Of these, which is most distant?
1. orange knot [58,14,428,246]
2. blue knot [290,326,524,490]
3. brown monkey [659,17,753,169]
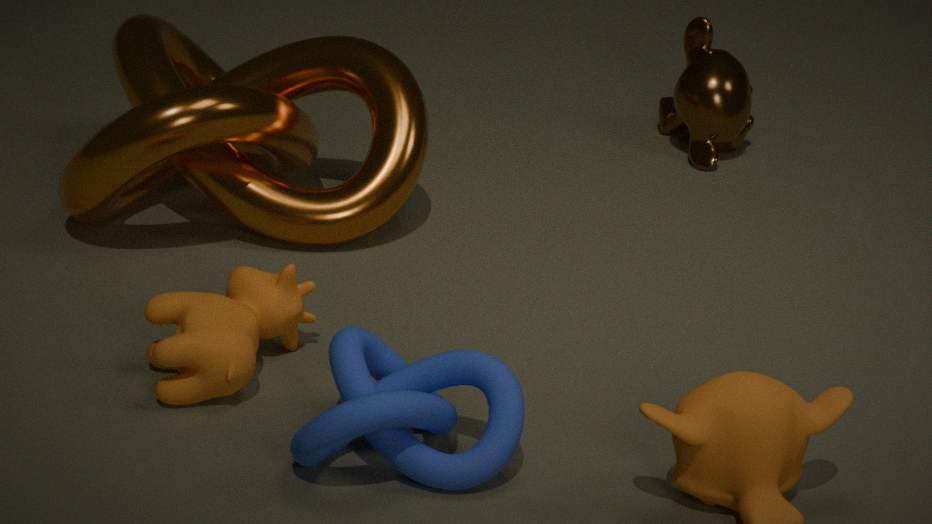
brown monkey [659,17,753,169]
